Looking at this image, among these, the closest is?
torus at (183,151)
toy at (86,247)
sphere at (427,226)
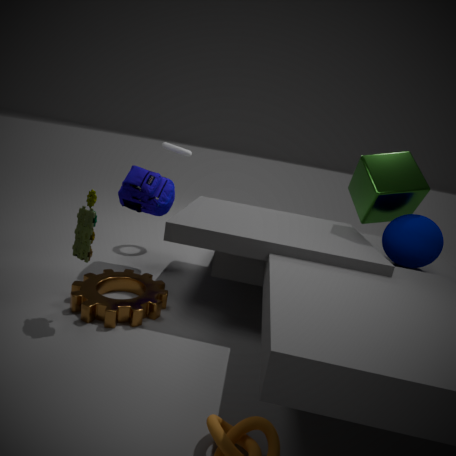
toy at (86,247)
